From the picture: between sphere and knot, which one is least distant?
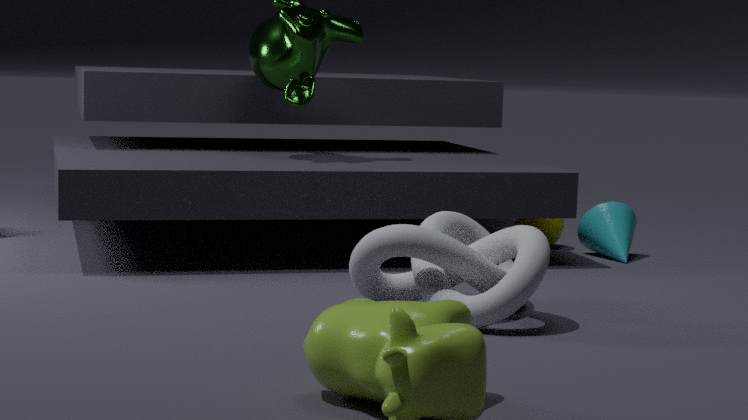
knot
